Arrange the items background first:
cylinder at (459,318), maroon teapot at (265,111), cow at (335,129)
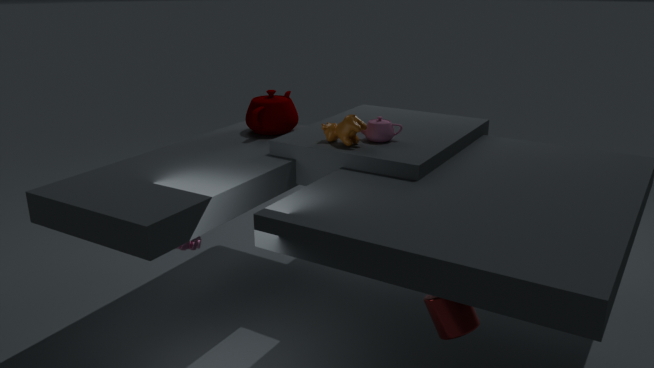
maroon teapot at (265,111), cow at (335,129), cylinder at (459,318)
